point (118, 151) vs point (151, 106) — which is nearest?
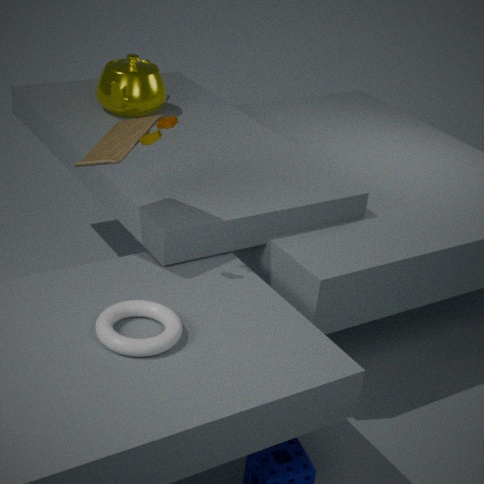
point (118, 151)
